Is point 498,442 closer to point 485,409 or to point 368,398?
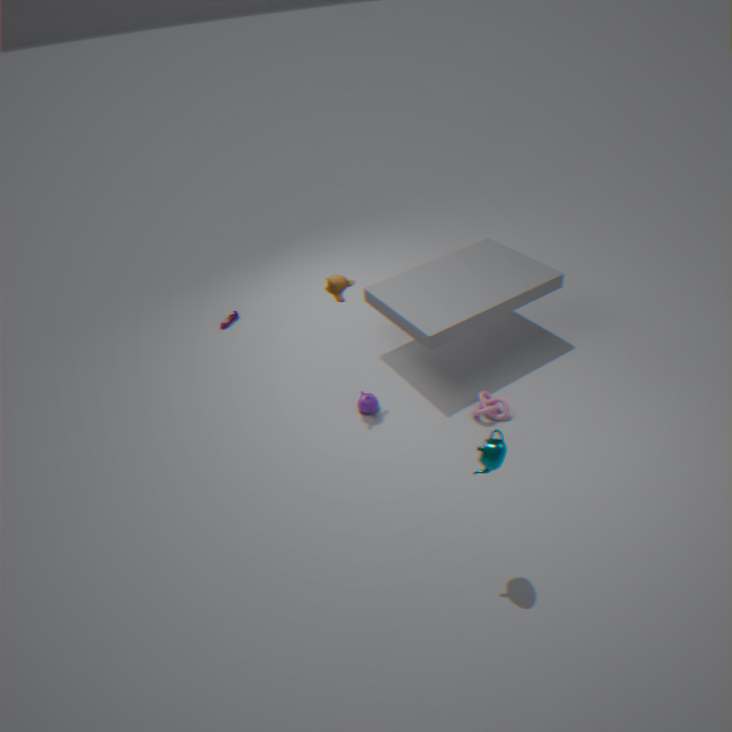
point 485,409
